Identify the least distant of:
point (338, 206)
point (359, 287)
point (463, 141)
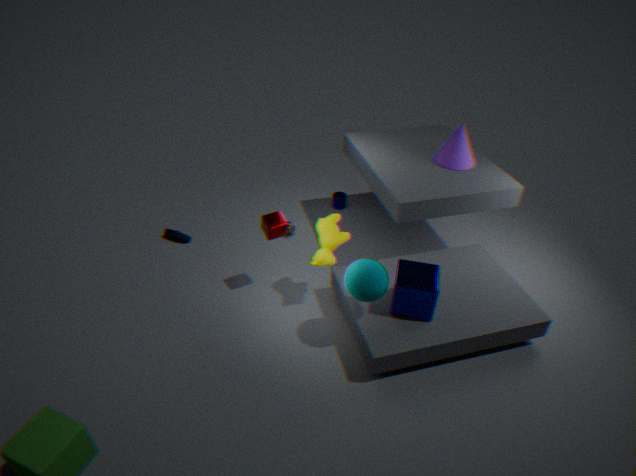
point (359, 287)
